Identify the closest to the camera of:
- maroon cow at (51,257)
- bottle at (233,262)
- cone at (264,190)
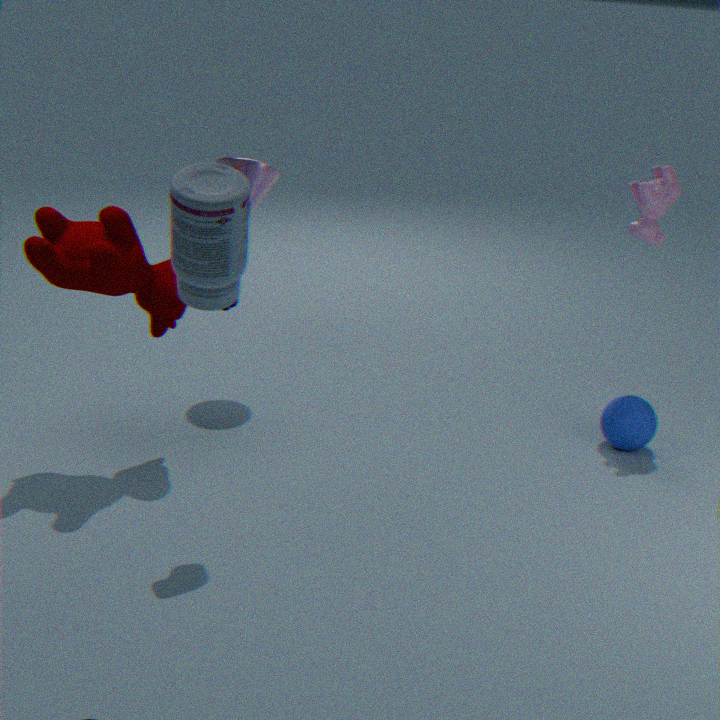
bottle at (233,262)
